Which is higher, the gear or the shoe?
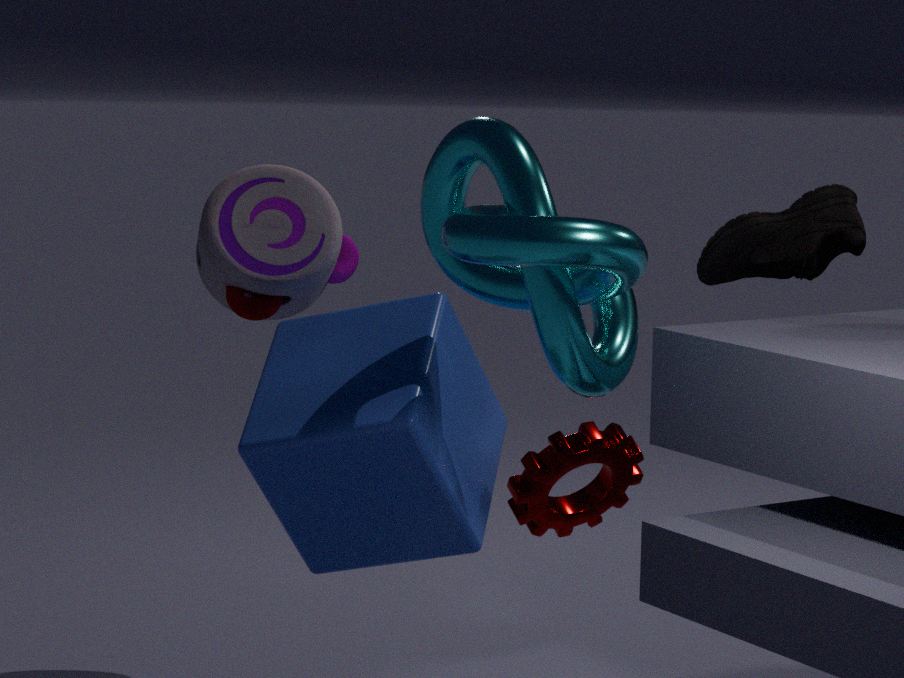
the shoe
